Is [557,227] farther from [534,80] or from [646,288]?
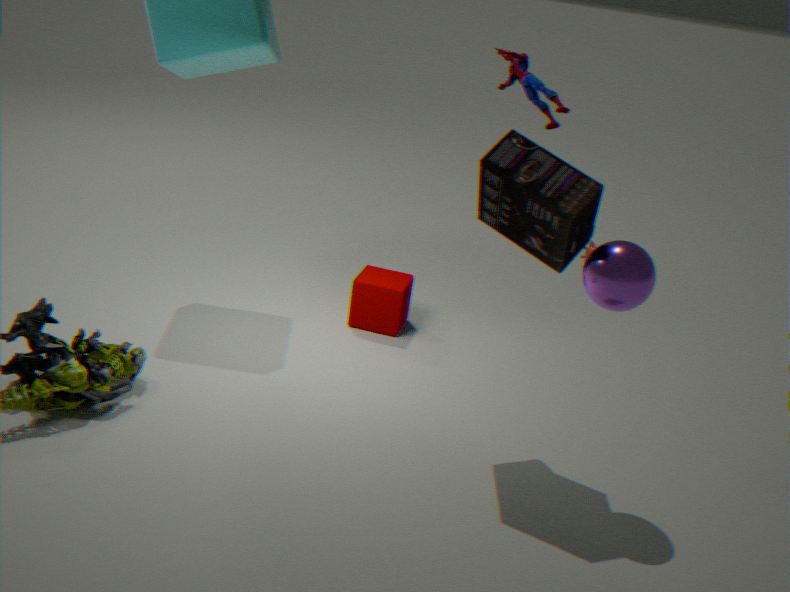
[534,80]
